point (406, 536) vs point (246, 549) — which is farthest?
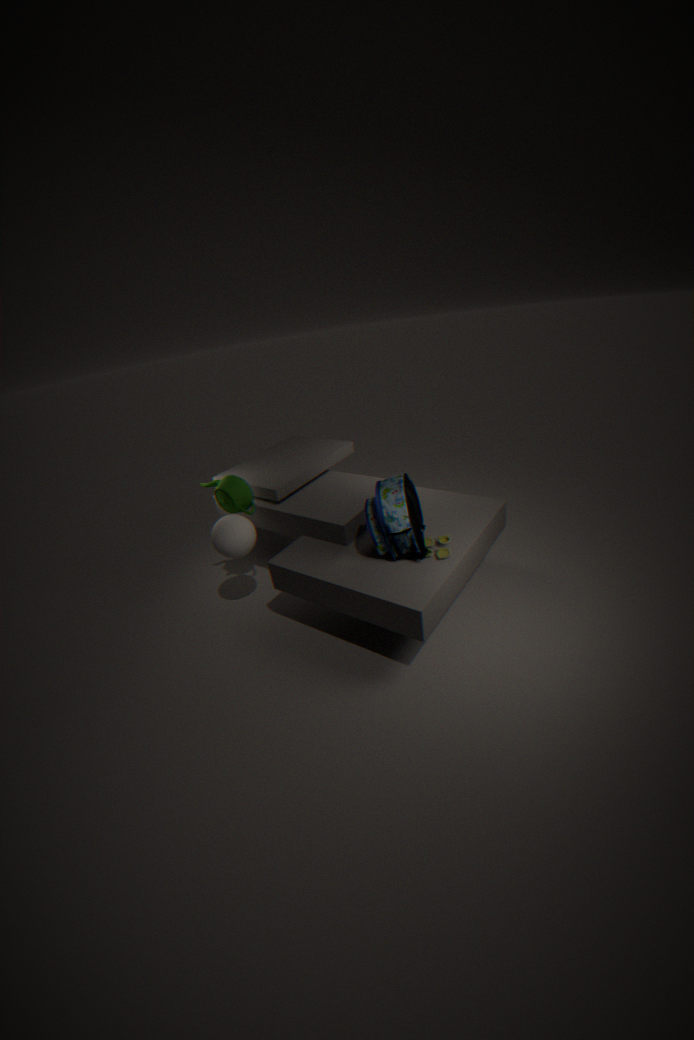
point (246, 549)
